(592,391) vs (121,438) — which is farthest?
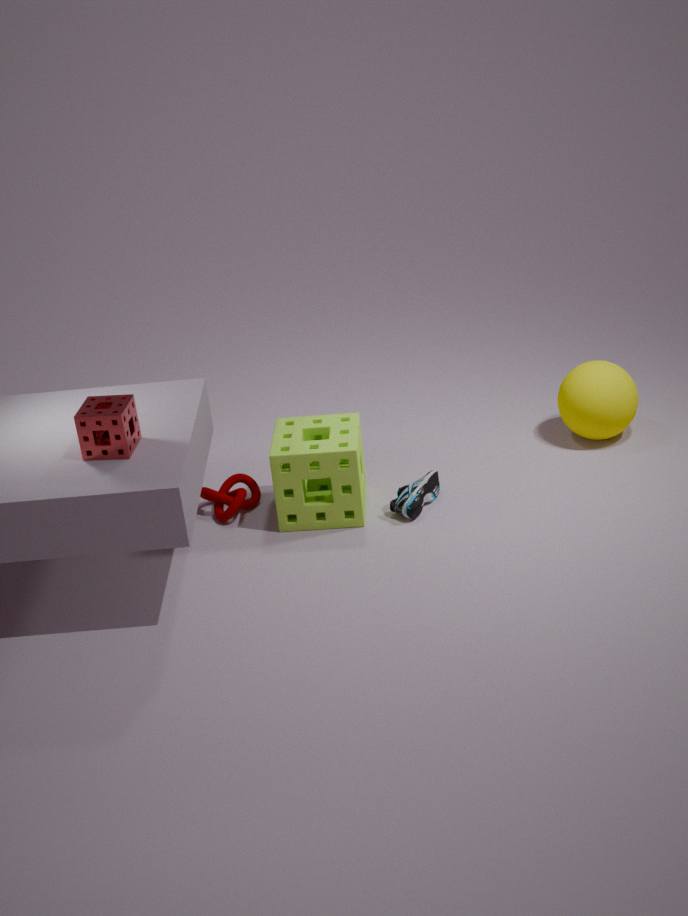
(592,391)
